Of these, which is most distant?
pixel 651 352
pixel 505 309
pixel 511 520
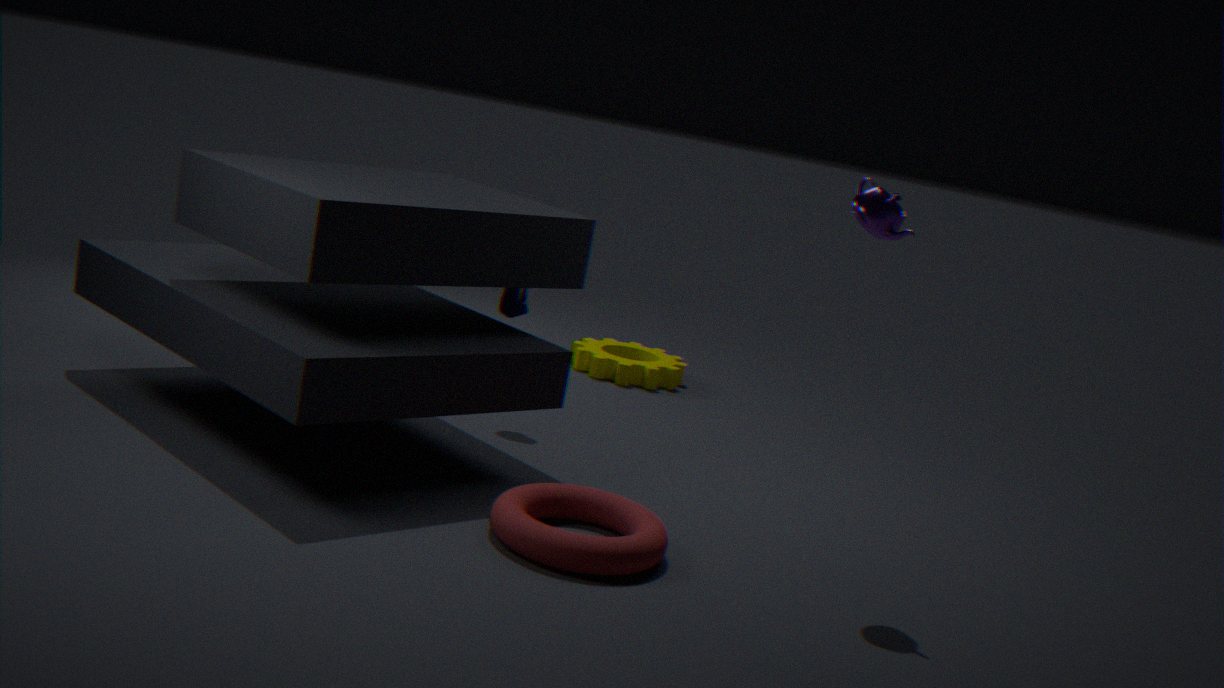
pixel 651 352
